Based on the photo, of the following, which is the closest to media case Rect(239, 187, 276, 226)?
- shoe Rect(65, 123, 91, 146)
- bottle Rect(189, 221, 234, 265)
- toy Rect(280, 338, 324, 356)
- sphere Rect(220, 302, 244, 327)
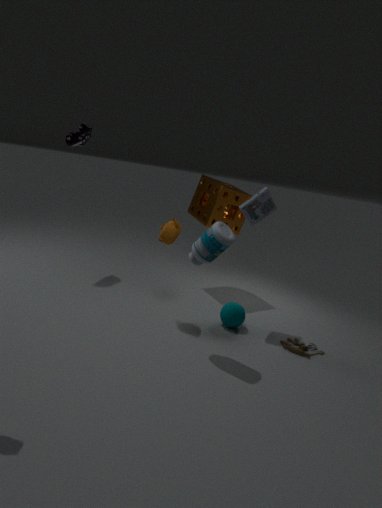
bottle Rect(189, 221, 234, 265)
